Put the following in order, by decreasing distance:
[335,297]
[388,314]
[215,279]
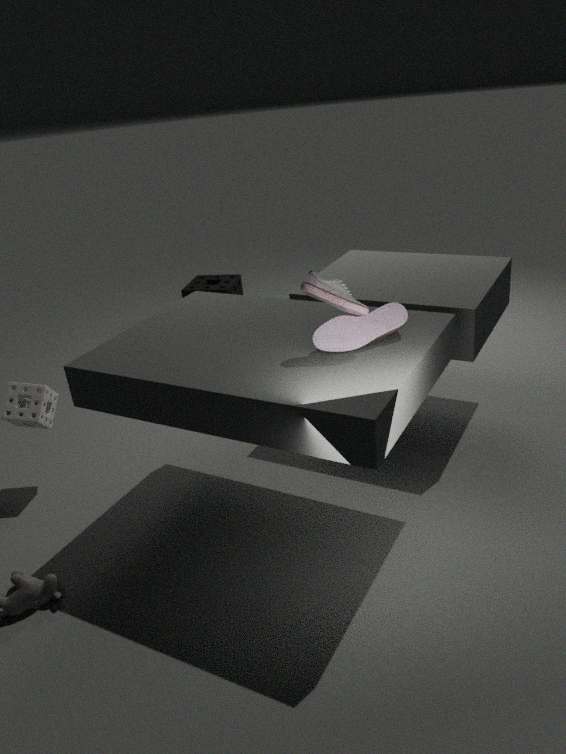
[215,279] < [388,314] < [335,297]
